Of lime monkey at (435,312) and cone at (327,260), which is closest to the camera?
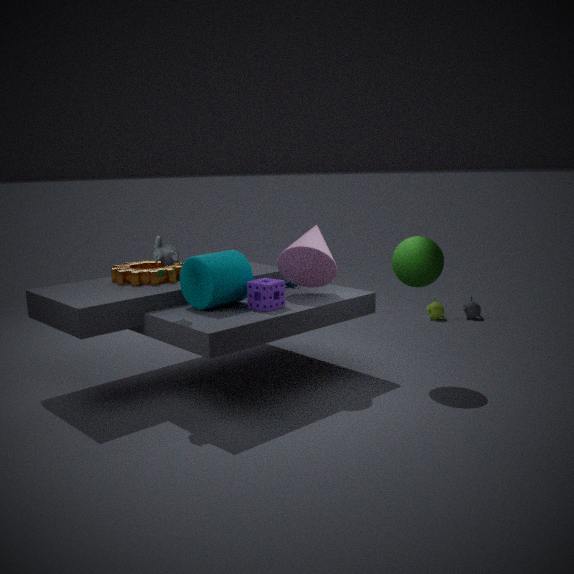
cone at (327,260)
